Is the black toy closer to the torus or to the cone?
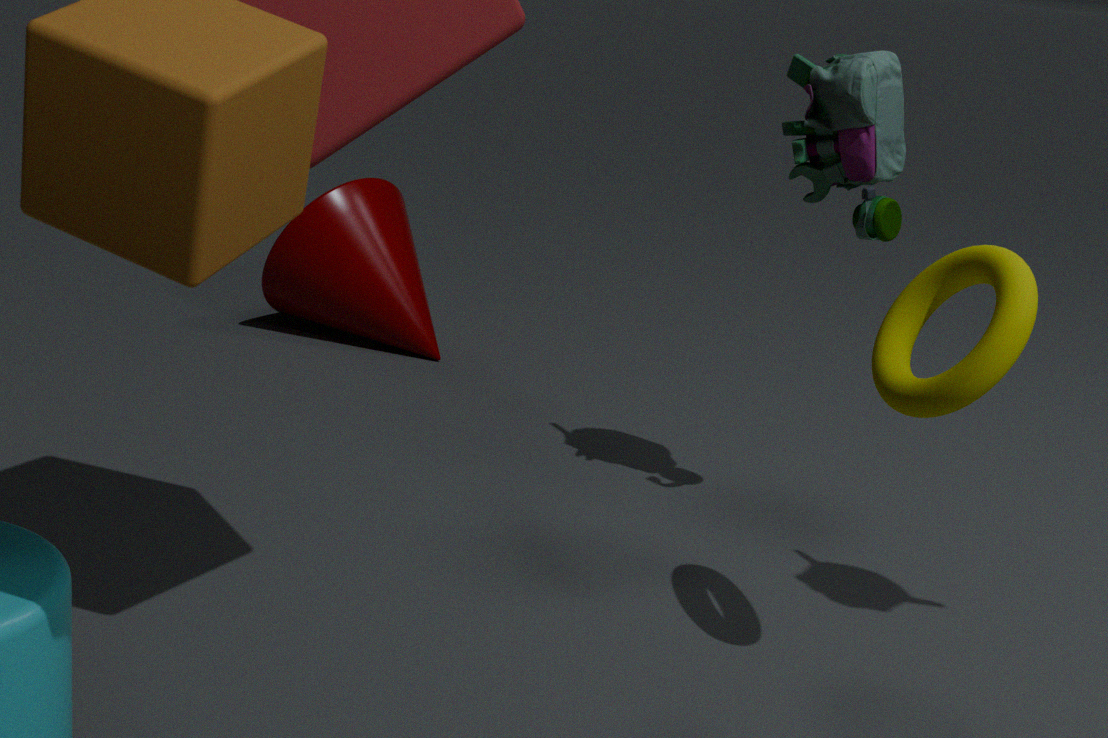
the torus
